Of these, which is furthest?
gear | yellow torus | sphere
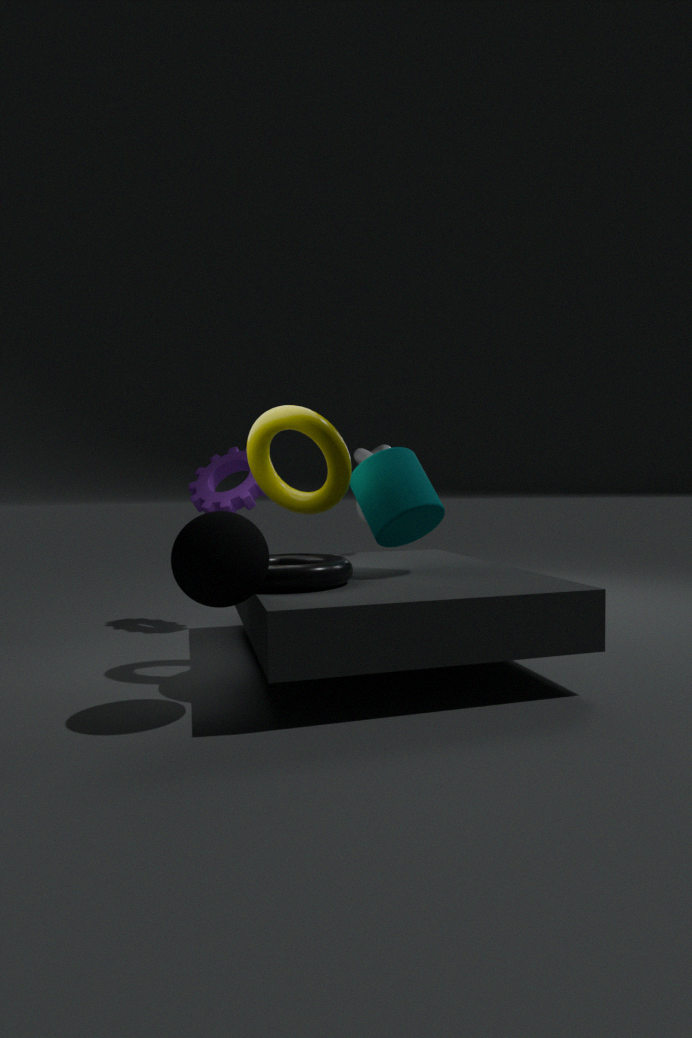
gear
